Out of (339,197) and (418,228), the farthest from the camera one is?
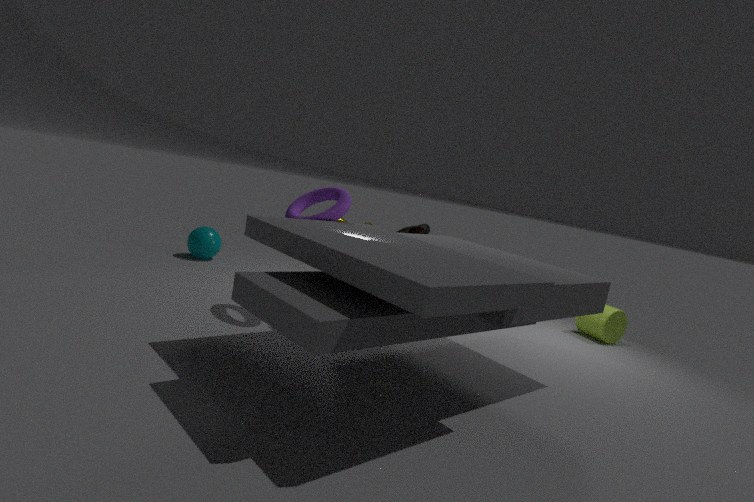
(418,228)
